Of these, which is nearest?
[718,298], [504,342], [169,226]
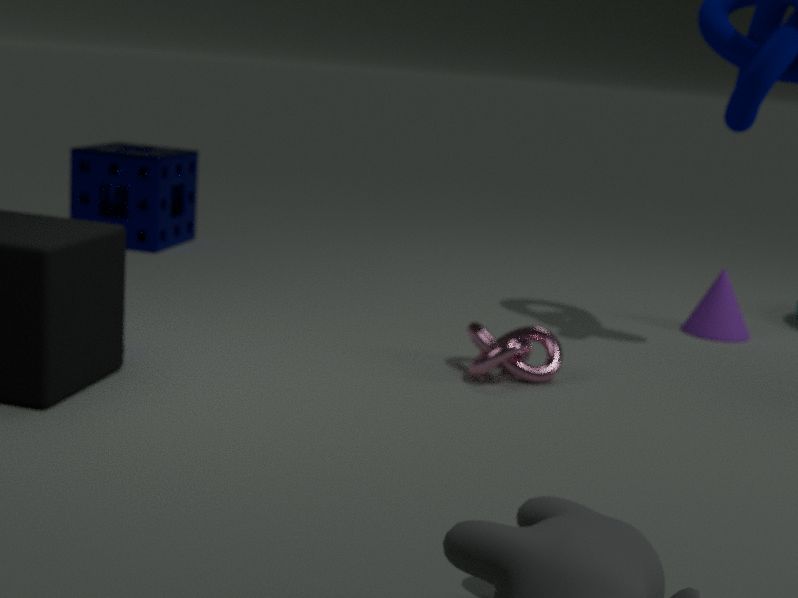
[504,342]
